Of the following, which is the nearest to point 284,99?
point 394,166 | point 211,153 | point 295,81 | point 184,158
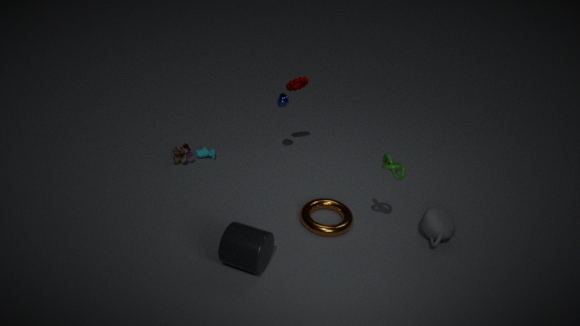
point 295,81
